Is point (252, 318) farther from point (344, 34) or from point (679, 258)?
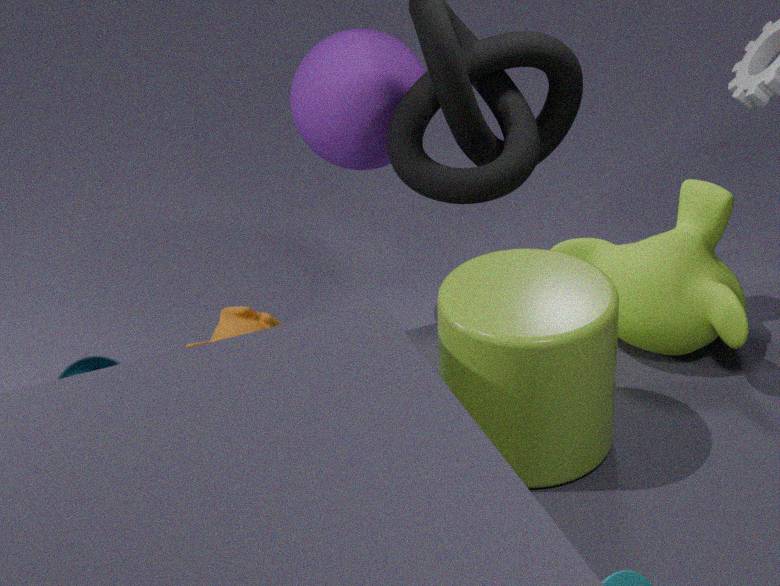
point (679, 258)
